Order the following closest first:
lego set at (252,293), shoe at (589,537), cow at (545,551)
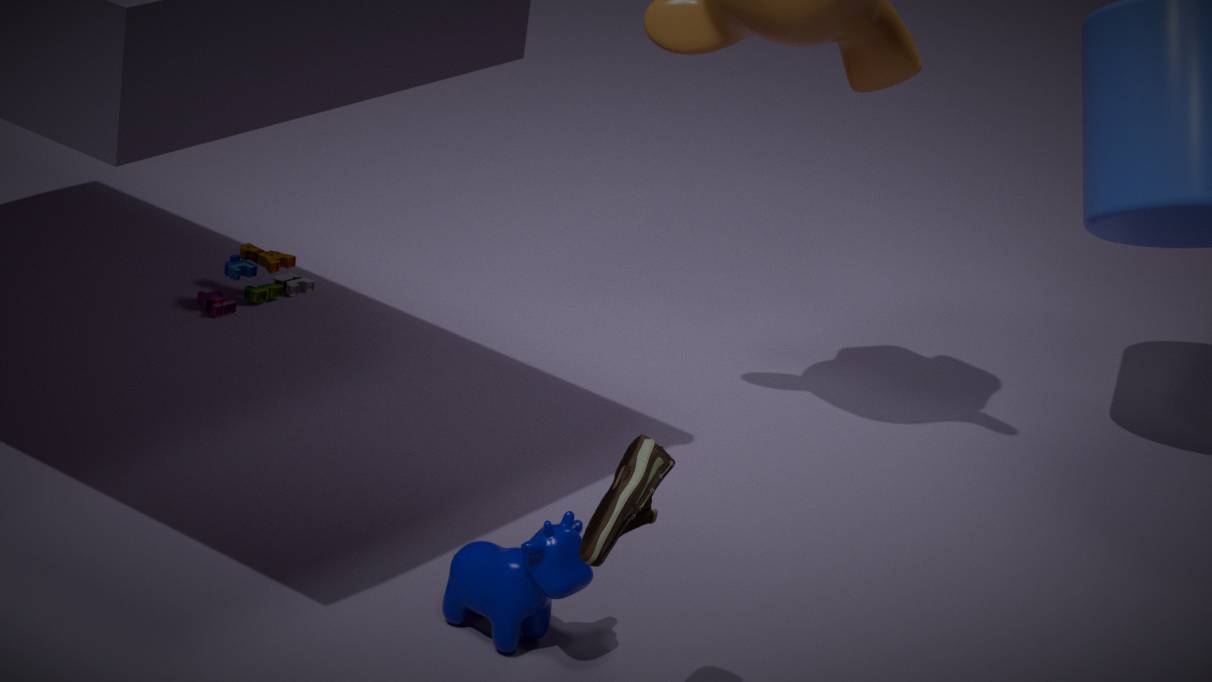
shoe at (589,537) → cow at (545,551) → lego set at (252,293)
